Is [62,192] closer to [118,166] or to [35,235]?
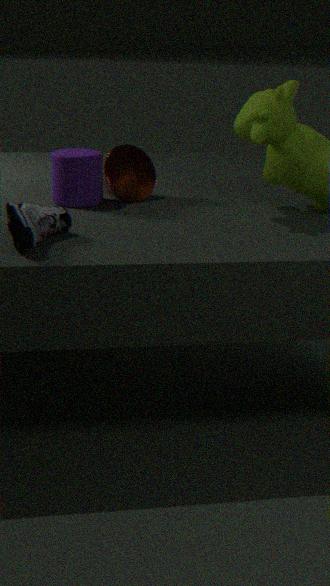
[118,166]
